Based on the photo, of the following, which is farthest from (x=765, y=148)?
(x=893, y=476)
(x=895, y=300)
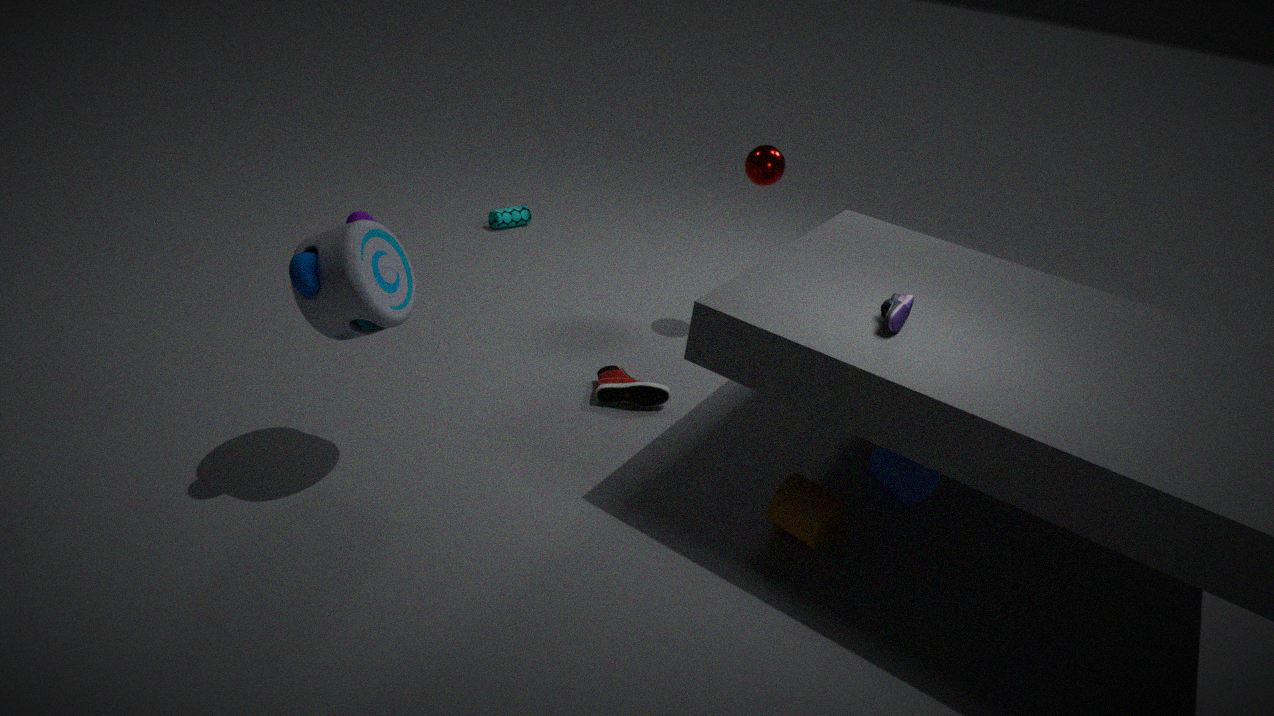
(x=893, y=476)
